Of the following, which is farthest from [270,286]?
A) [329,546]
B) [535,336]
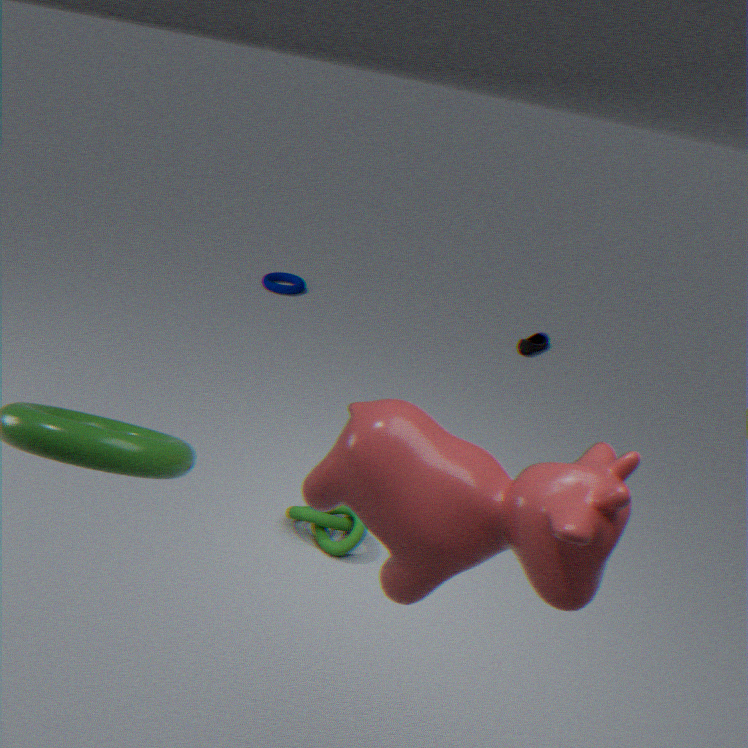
[329,546]
